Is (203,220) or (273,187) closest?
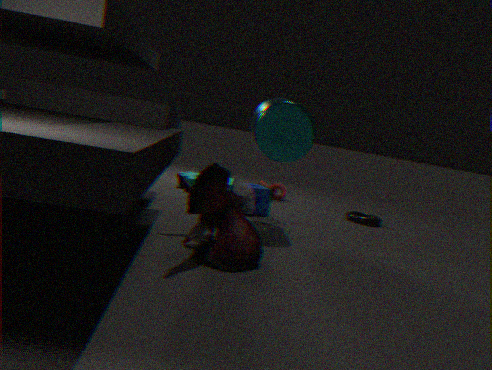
(203,220)
